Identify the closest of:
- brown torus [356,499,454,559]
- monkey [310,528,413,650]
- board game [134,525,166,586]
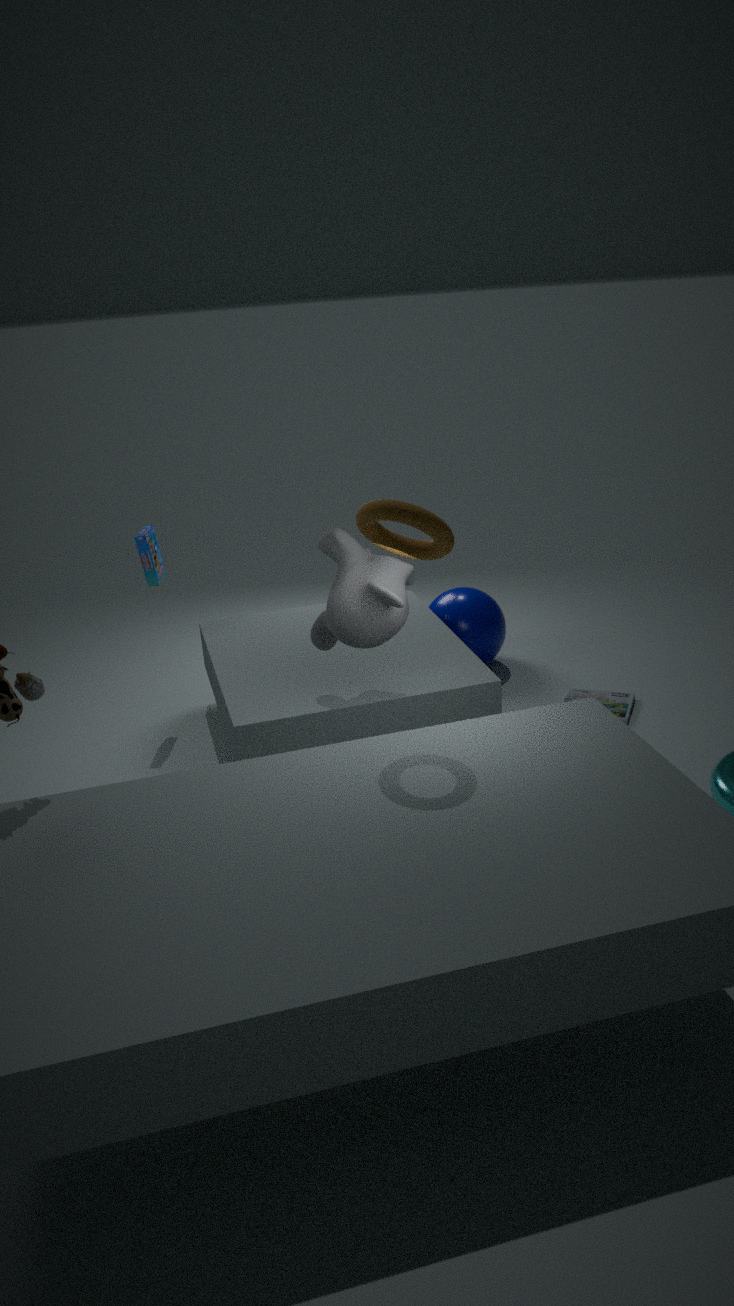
brown torus [356,499,454,559]
